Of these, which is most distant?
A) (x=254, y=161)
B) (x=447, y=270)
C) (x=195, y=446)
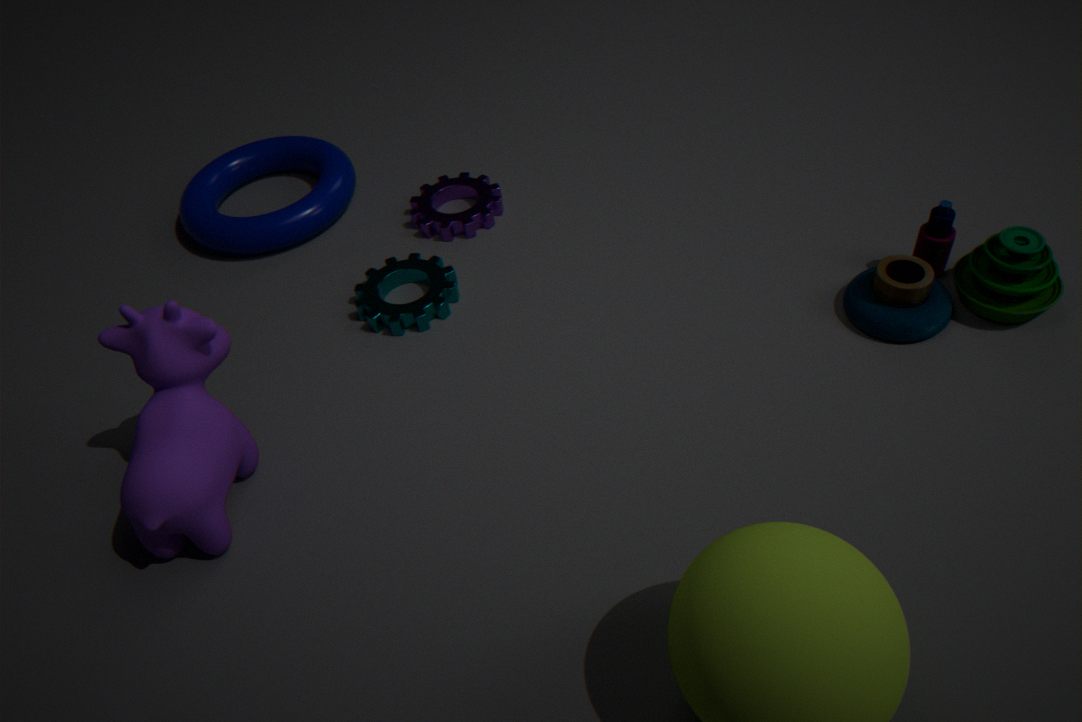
(x=254, y=161)
